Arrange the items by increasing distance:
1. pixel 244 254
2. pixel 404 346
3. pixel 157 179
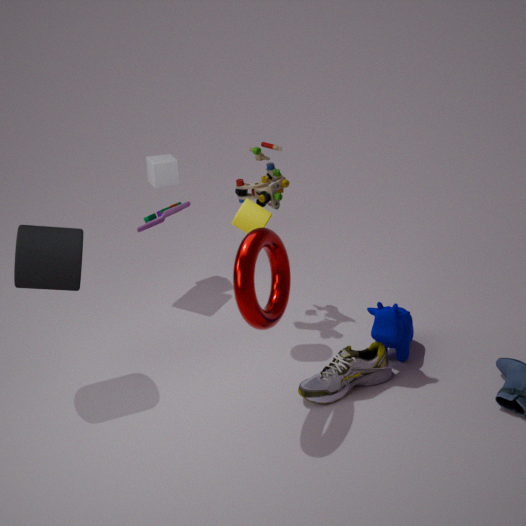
pixel 244 254 < pixel 404 346 < pixel 157 179
